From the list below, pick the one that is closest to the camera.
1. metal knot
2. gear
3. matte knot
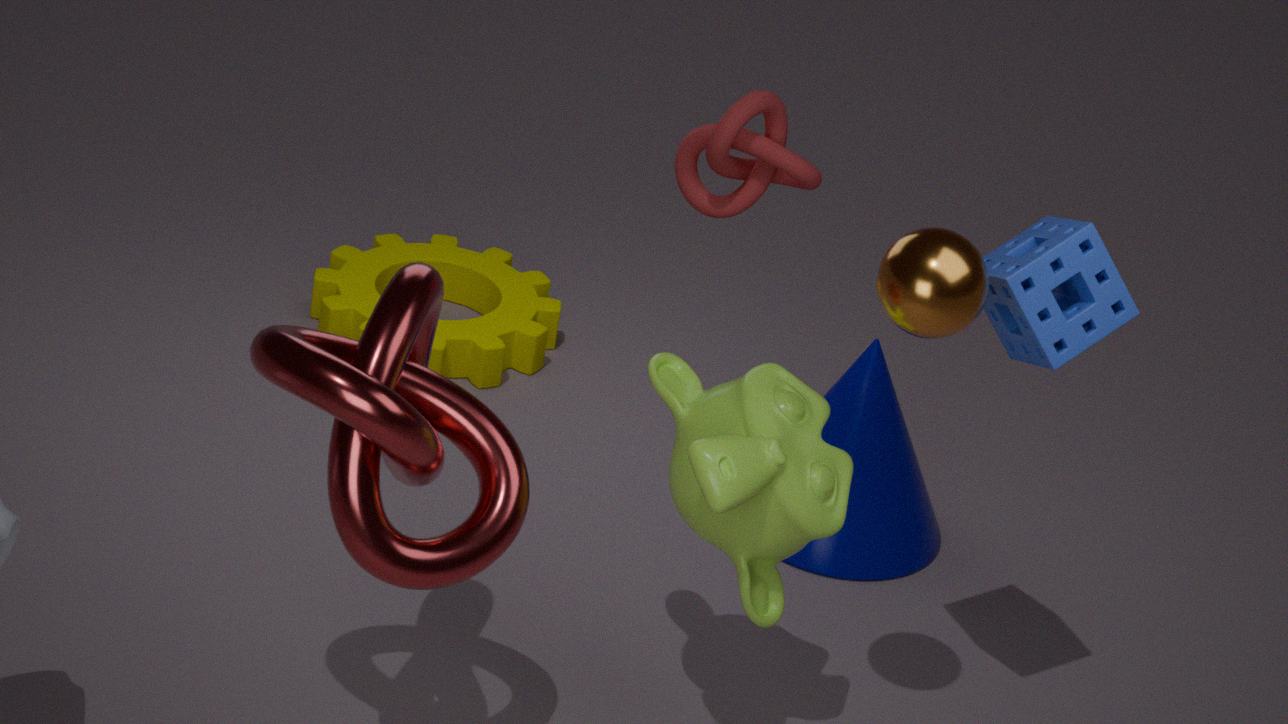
metal knot
